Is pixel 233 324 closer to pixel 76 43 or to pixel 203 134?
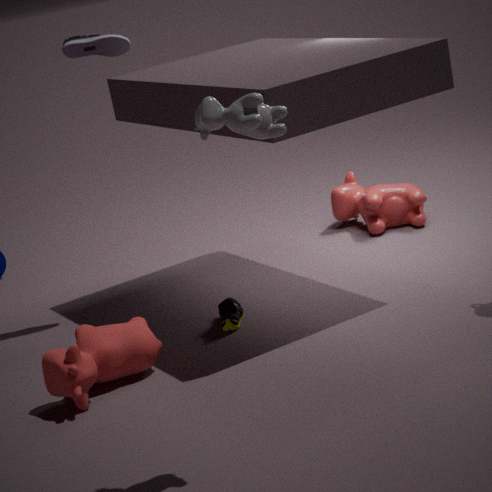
pixel 76 43
